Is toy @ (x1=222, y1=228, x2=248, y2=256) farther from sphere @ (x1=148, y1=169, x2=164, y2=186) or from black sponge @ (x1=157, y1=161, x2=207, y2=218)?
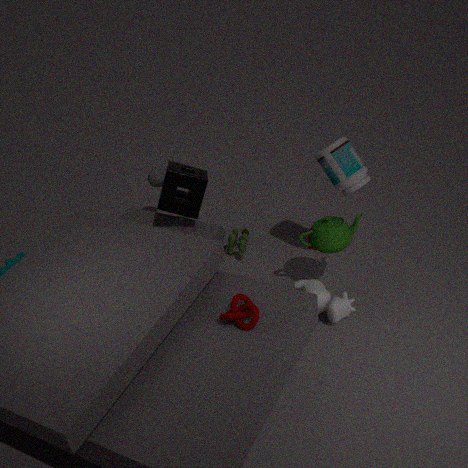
sphere @ (x1=148, y1=169, x2=164, y2=186)
